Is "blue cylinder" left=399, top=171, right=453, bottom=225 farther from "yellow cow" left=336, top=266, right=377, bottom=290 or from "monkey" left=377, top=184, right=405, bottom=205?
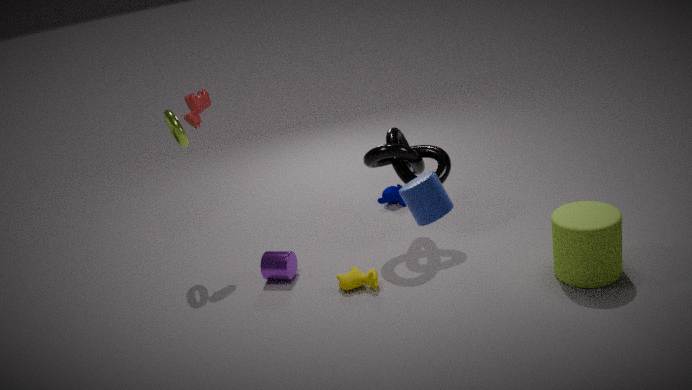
"monkey" left=377, top=184, right=405, bottom=205
